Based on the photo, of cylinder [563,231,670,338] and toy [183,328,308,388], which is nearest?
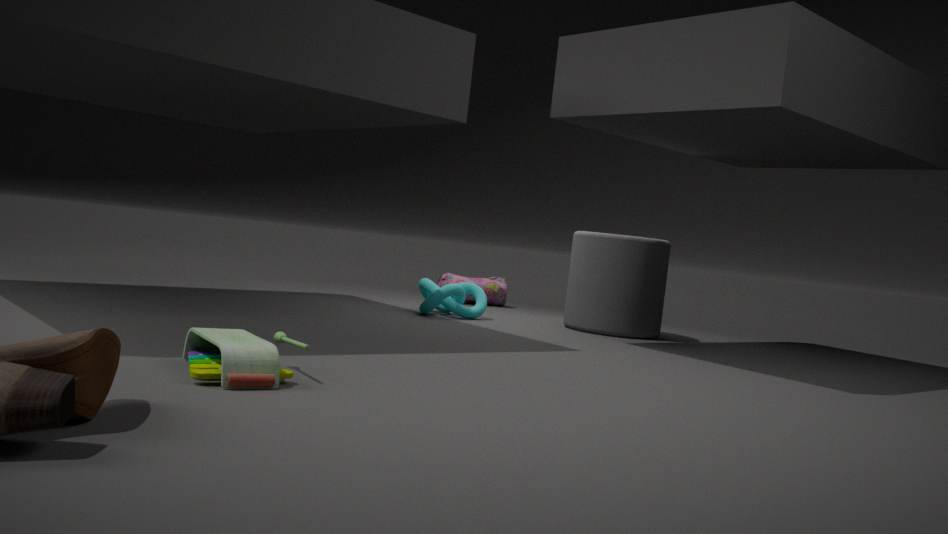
toy [183,328,308,388]
